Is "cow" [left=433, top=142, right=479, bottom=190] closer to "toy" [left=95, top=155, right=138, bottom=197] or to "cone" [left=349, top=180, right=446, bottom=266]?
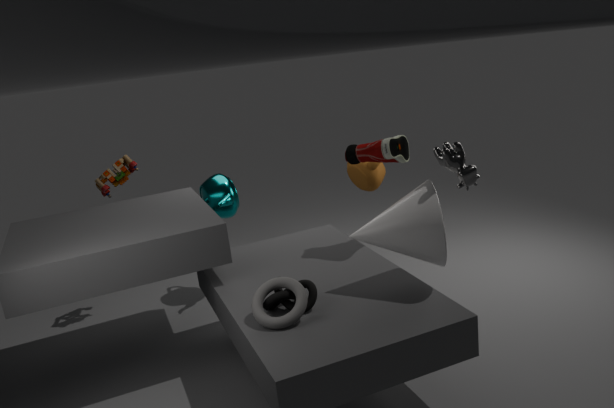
"cone" [left=349, top=180, right=446, bottom=266]
